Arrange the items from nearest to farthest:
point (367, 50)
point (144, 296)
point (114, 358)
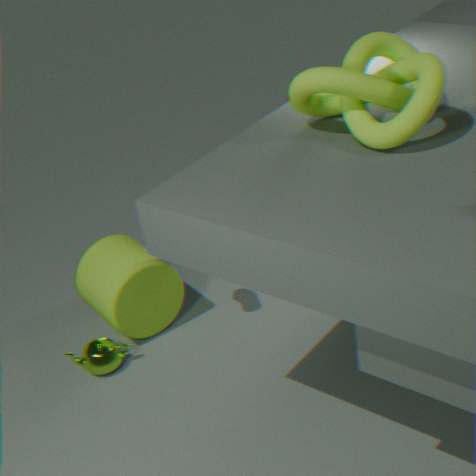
point (367, 50) < point (114, 358) < point (144, 296)
